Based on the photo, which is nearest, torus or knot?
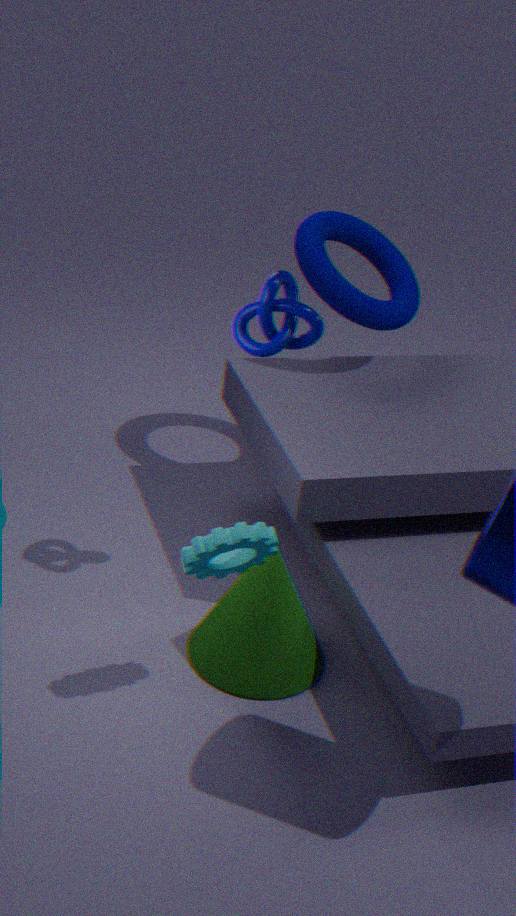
knot
